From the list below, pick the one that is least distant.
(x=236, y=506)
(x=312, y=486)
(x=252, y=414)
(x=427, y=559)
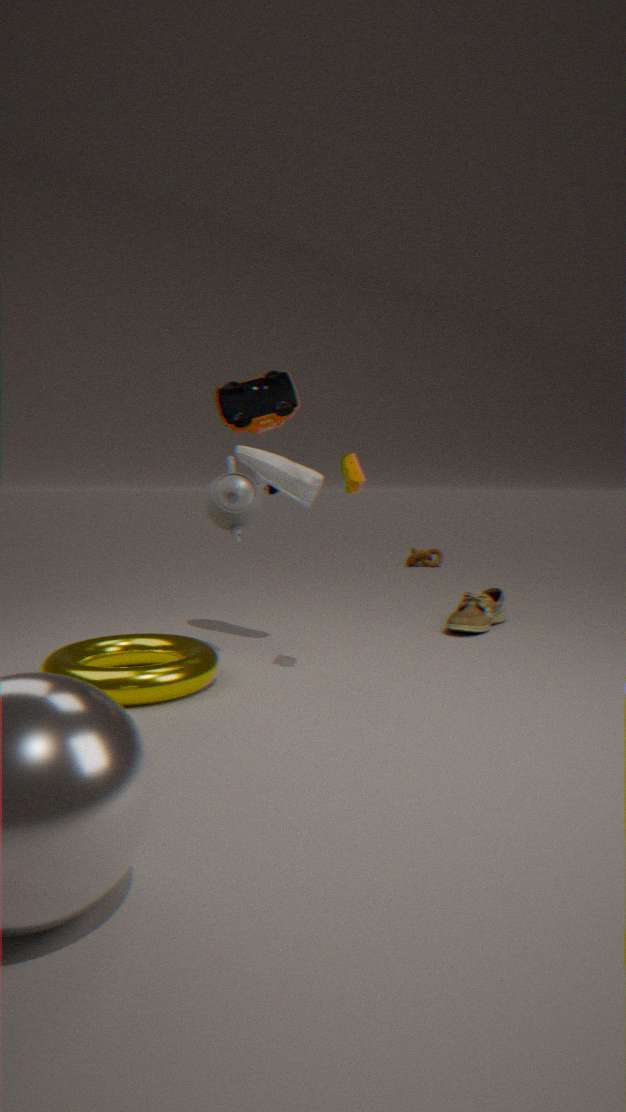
(x=236, y=506)
